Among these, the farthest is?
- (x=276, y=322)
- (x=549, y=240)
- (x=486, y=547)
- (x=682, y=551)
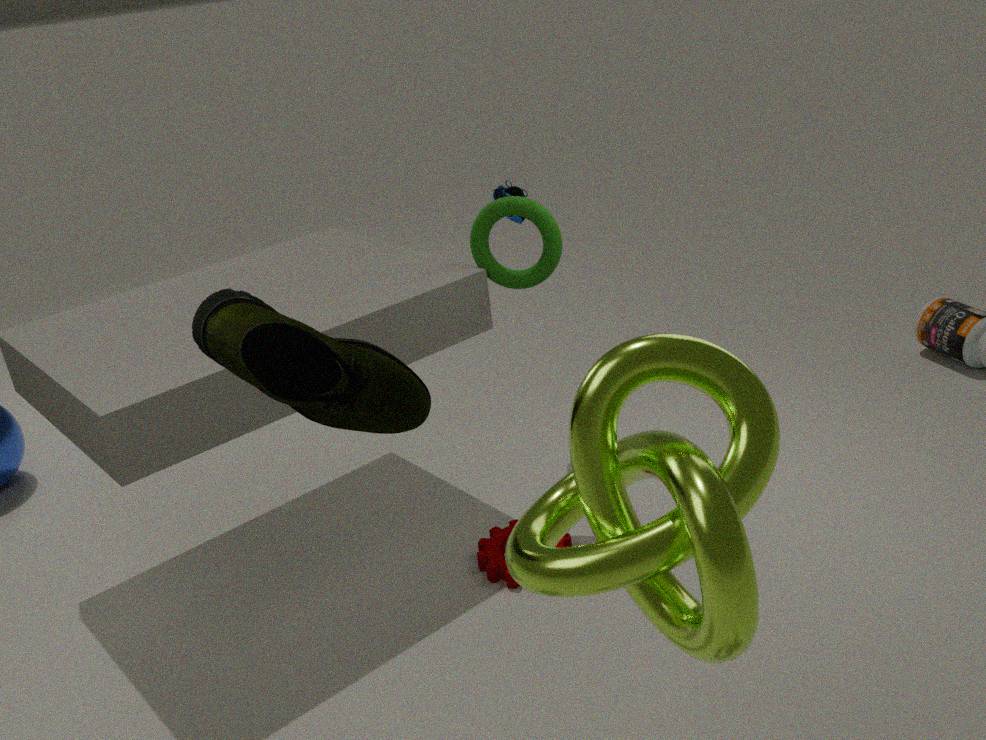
(x=486, y=547)
